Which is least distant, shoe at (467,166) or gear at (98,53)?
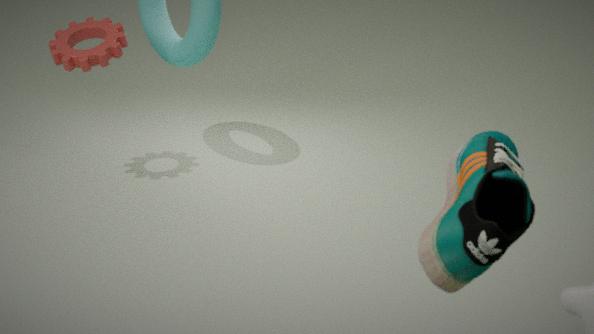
shoe at (467,166)
